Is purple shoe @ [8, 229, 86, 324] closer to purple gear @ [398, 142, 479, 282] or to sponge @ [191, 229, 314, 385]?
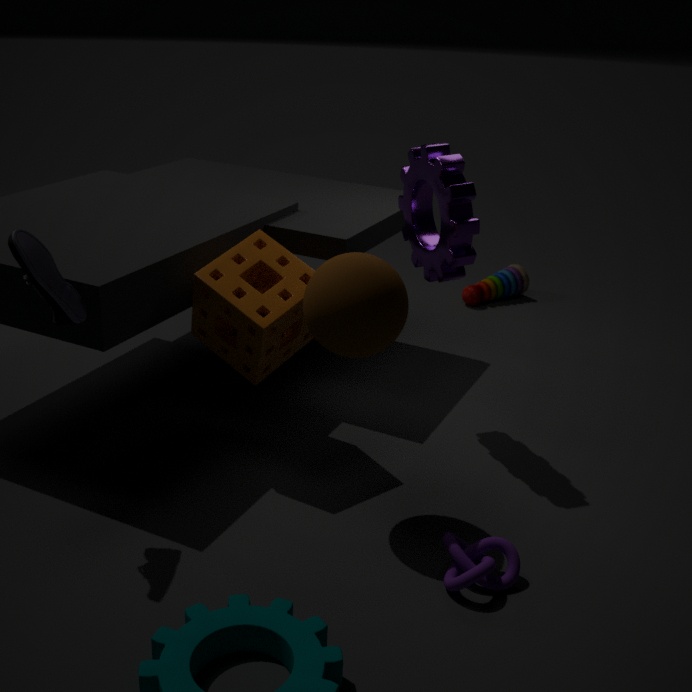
sponge @ [191, 229, 314, 385]
